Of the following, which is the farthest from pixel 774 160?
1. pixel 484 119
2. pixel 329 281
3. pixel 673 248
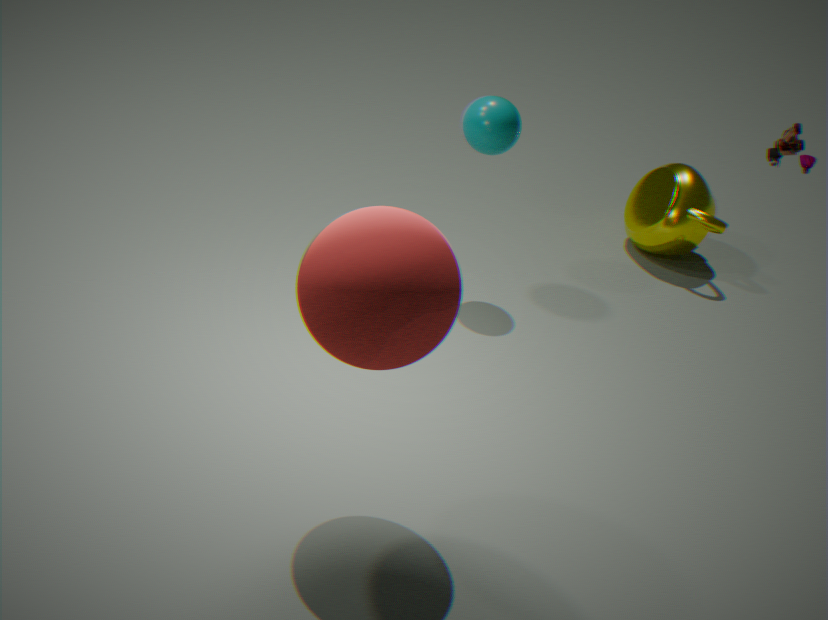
pixel 673 248
